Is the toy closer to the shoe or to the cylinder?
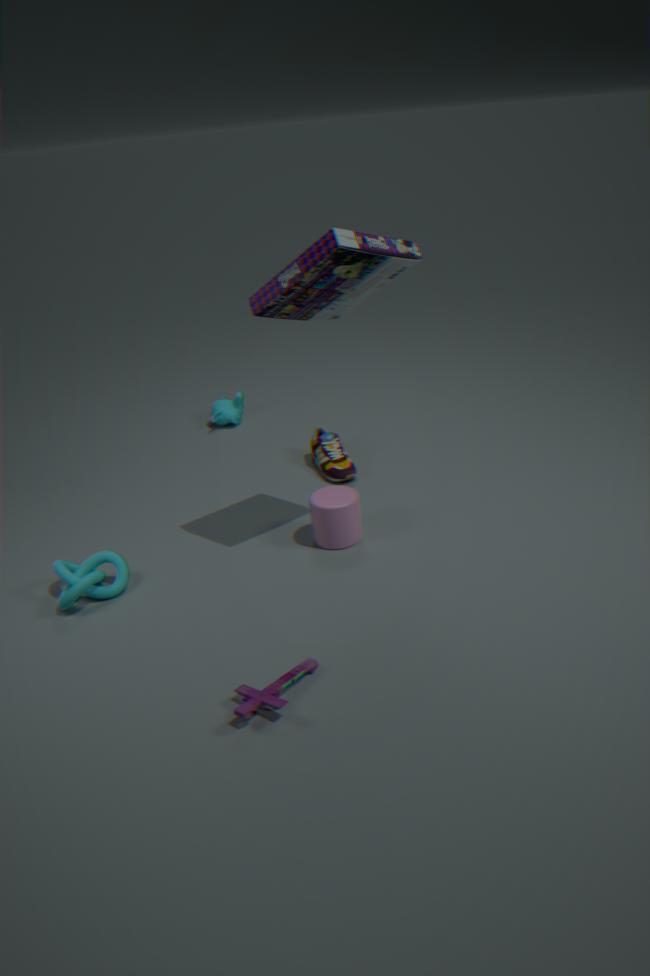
the cylinder
